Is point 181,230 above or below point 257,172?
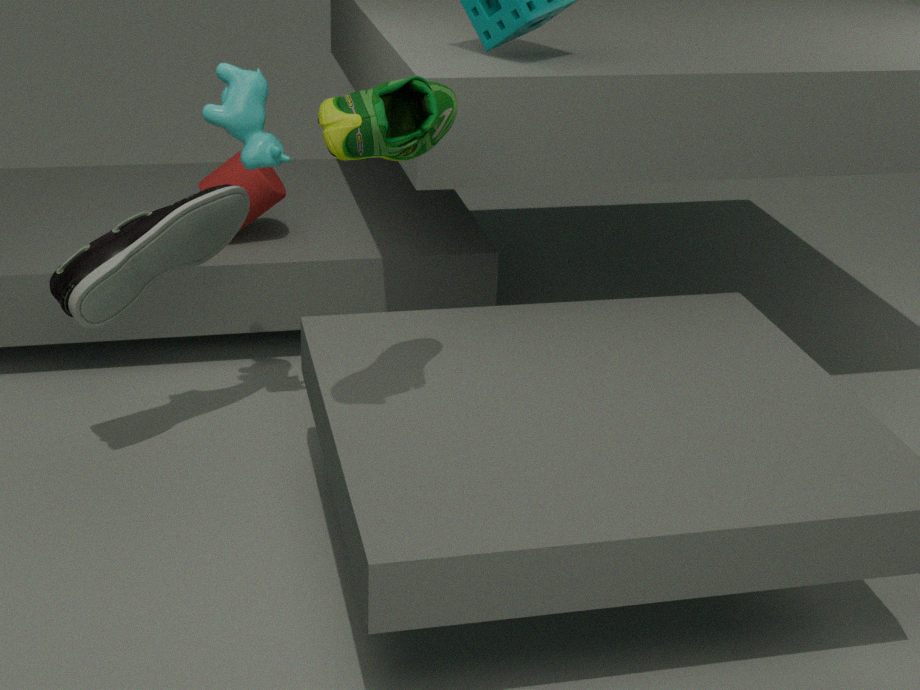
above
